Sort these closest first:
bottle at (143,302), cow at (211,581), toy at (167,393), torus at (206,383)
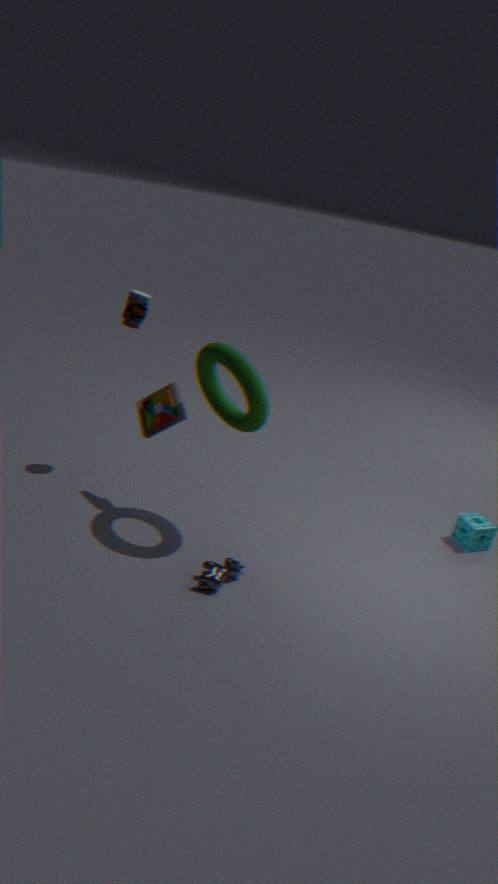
torus at (206,383) → cow at (211,581) → toy at (167,393) → bottle at (143,302)
